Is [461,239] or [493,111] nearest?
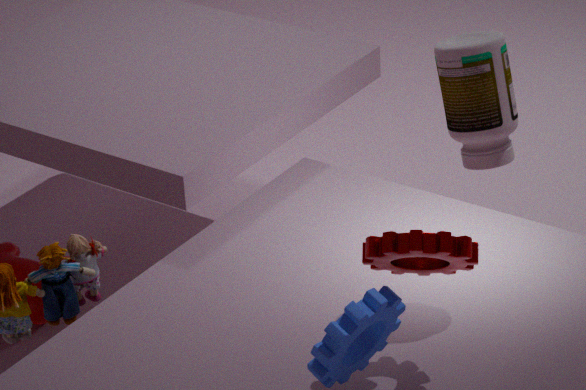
[461,239]
